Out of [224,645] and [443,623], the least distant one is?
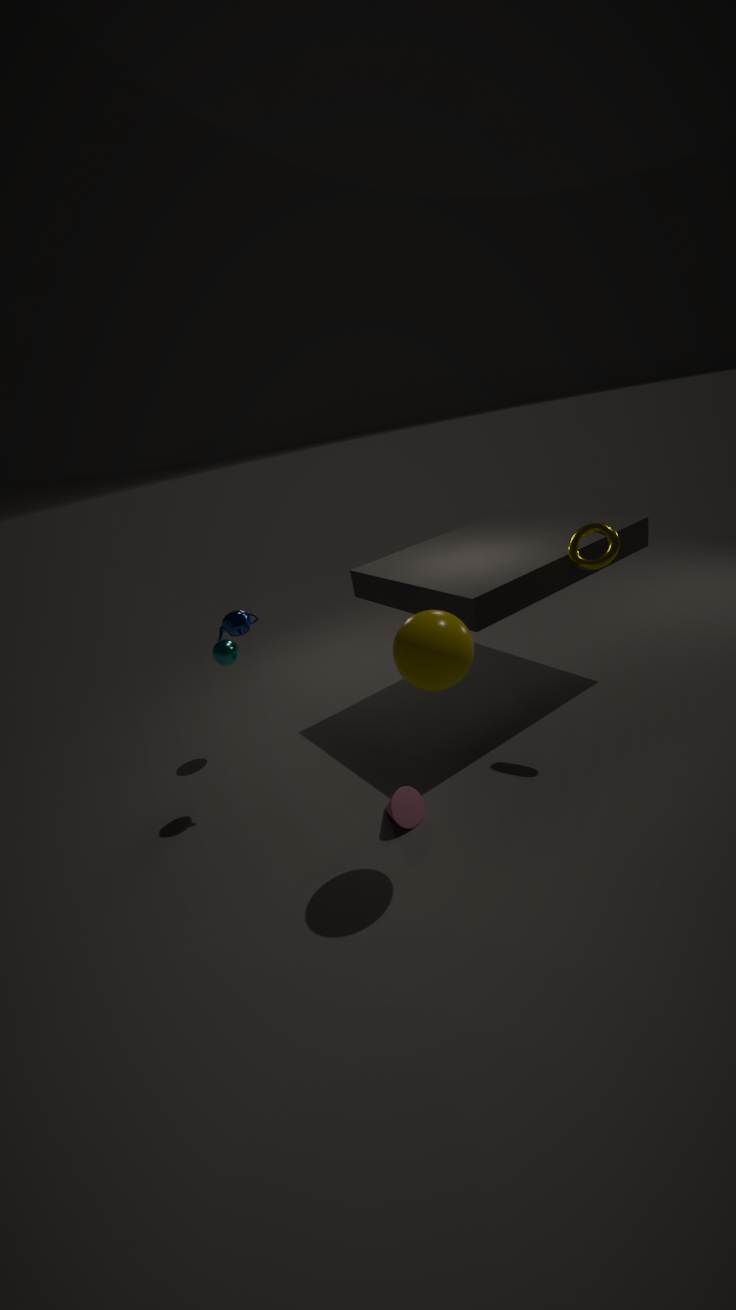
[443,623]
